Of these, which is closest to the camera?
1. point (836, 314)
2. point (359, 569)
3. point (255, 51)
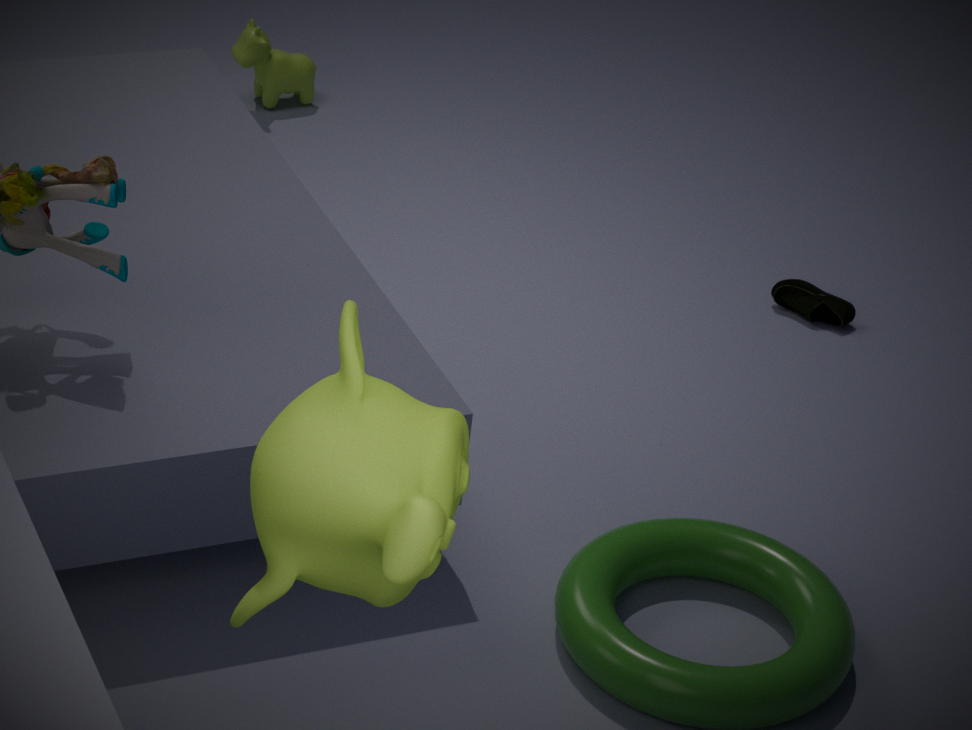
point (359, 569)
